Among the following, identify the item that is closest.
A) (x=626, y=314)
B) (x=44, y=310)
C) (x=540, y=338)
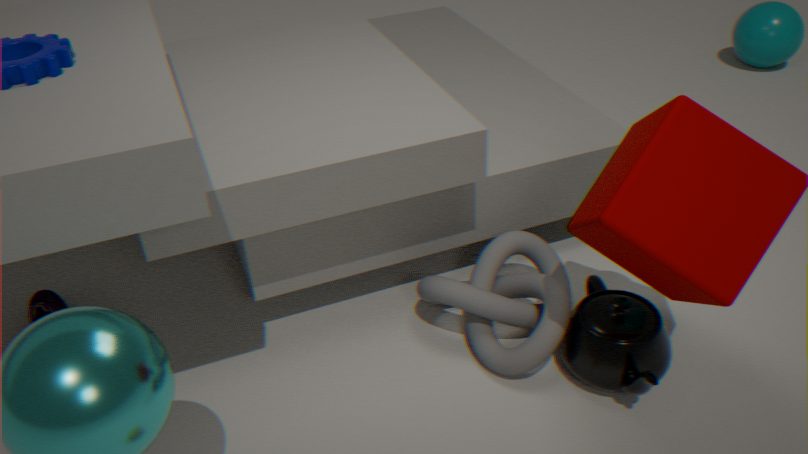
(x=626, y=314)
